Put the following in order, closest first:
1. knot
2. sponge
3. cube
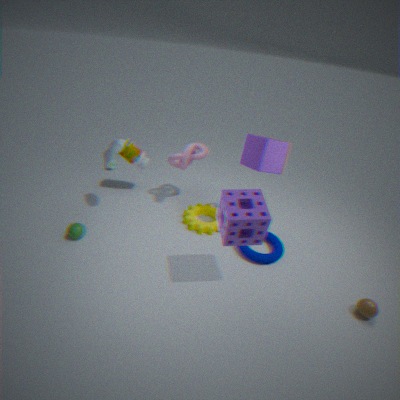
1. sponge
2. cube
3. knot
